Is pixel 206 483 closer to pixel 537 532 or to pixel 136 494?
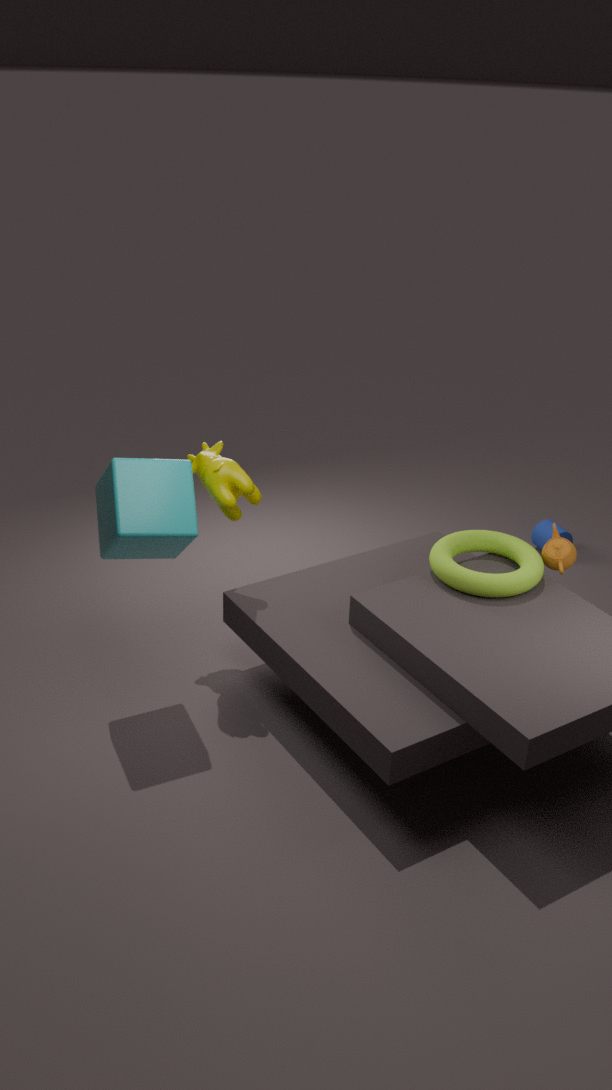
pixel 136 494
